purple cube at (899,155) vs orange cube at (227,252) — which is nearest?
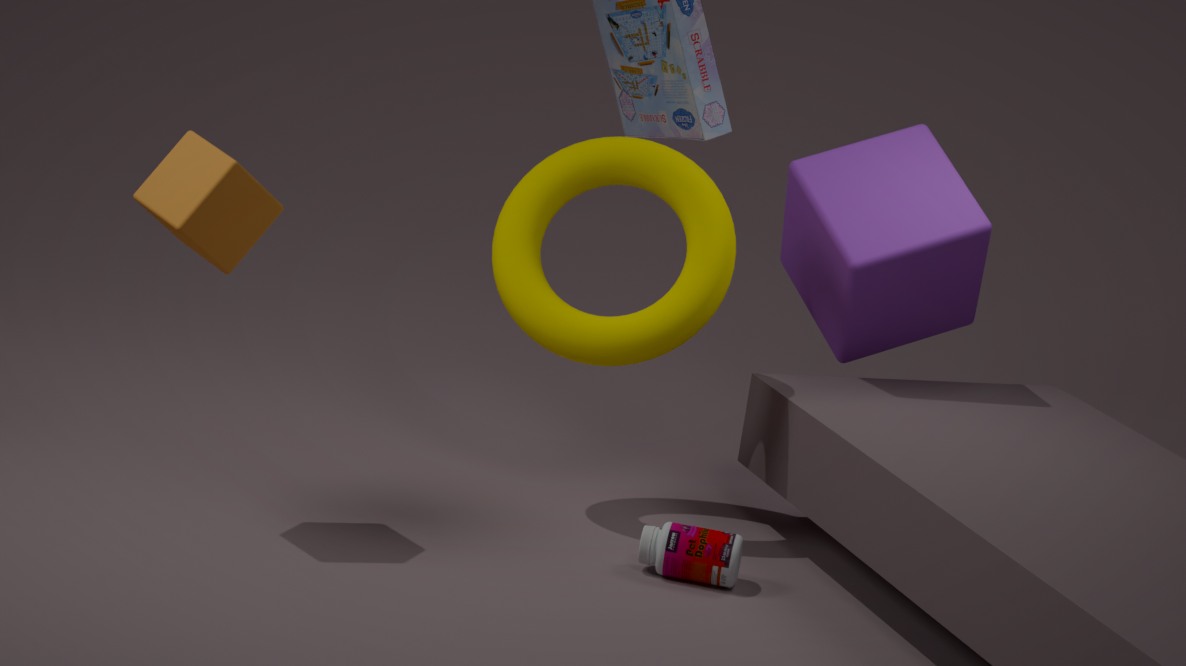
orange cube at (227,252)
